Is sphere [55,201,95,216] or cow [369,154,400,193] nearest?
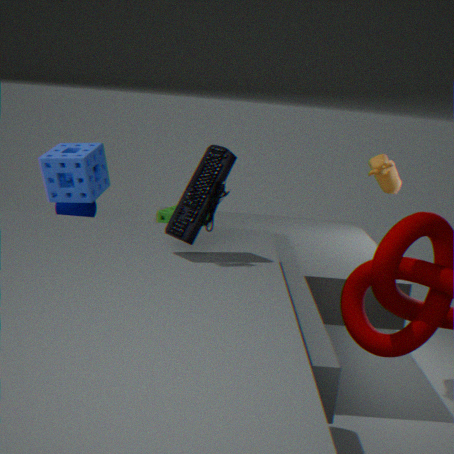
cow [369,154,400,193]
